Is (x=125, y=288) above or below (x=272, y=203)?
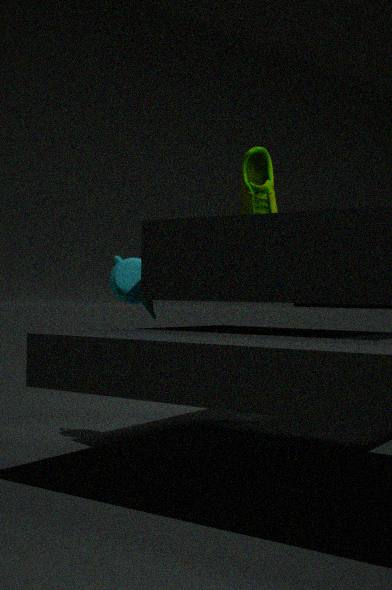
below
